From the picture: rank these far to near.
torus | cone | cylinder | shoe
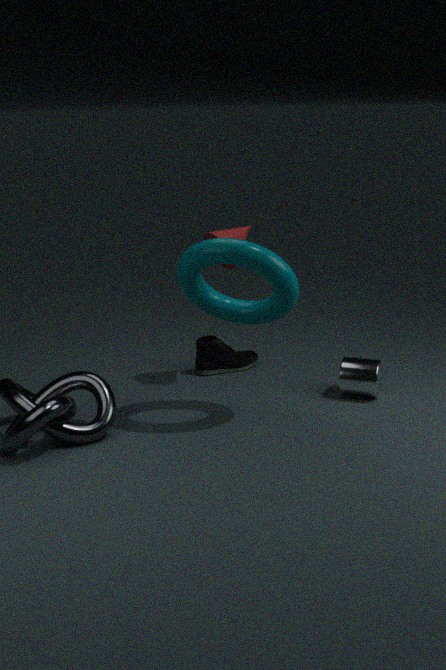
1. shoe
2. cone
3. cylinder
4. torus
